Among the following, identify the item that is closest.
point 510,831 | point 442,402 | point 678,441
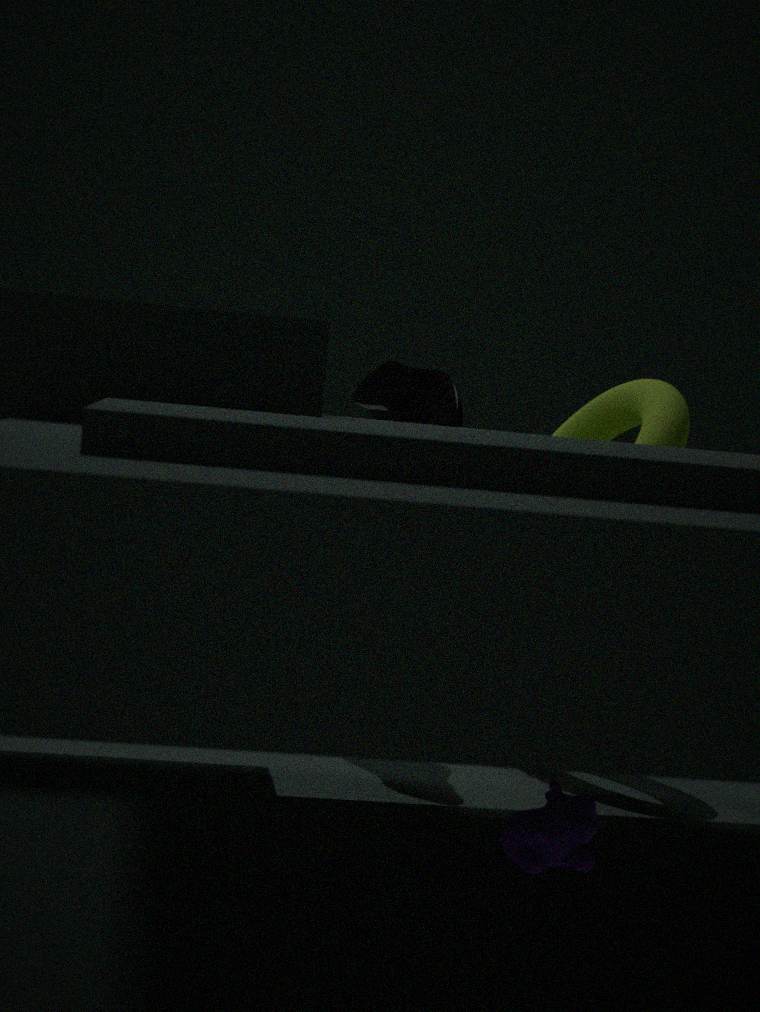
point 510,831
